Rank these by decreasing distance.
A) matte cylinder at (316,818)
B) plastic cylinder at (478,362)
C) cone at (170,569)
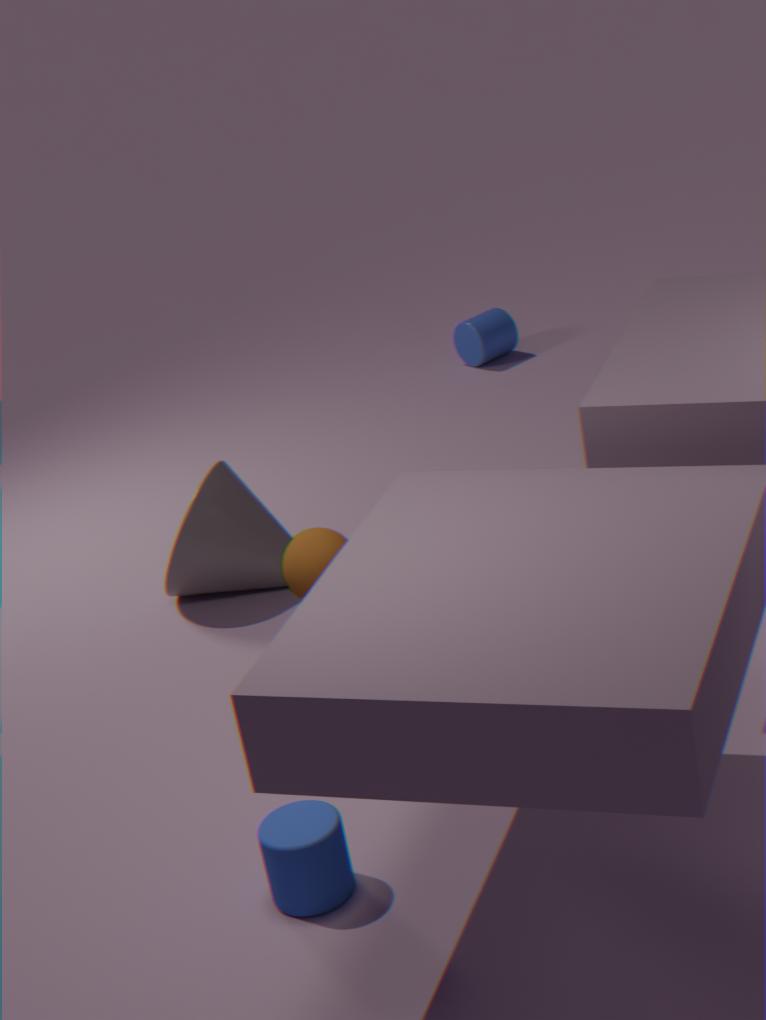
plastic cylinder at (478,362), cone at (170,569), matte cylinder at (316,818)
